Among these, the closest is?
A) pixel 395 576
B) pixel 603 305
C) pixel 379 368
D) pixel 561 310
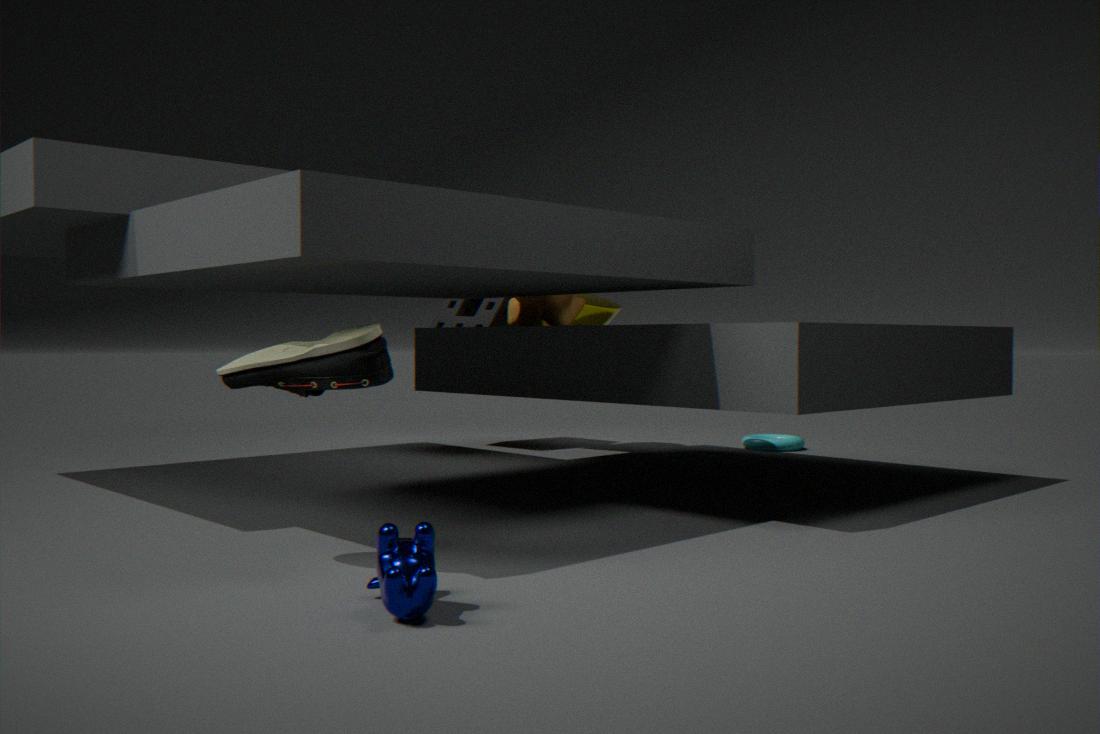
pixel 395 576
